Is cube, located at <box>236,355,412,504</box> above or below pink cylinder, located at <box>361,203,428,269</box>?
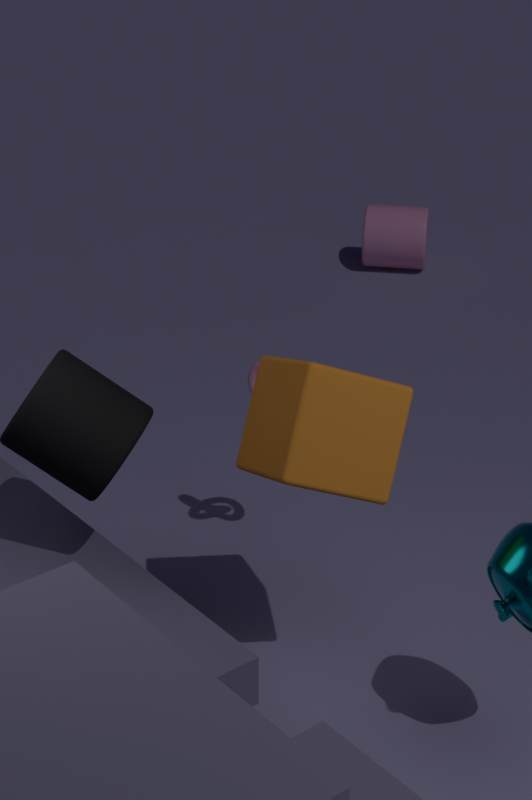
above
